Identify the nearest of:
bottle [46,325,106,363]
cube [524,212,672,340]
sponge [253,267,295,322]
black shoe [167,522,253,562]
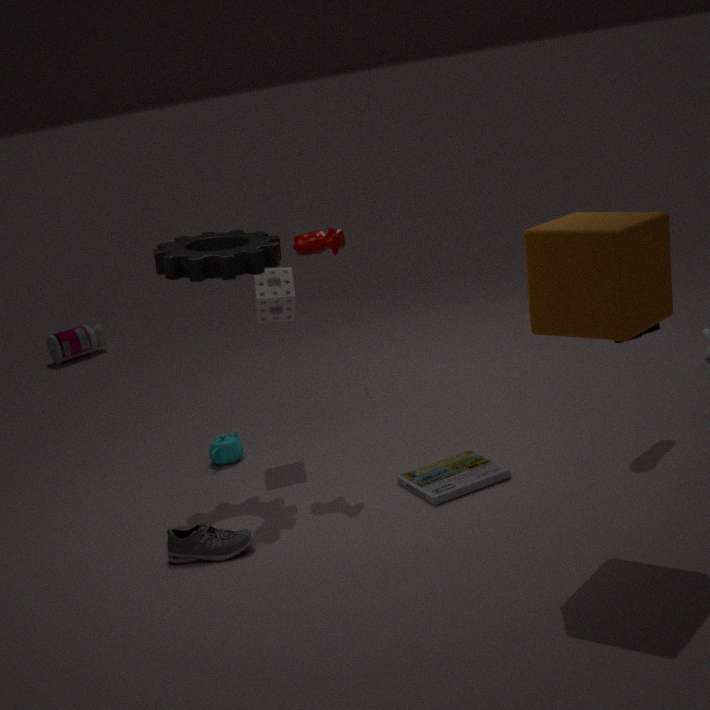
cube [524,212,672,340]
